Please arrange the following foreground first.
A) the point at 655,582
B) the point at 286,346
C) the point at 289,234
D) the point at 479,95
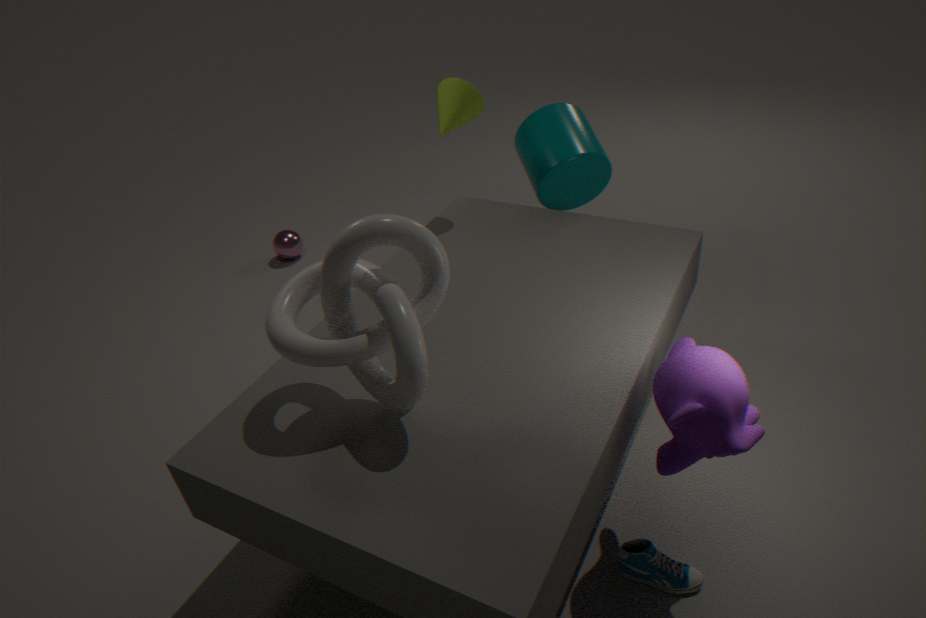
the point at 286,346 < the point at 655,582 < the point at 479,95 < the point at 289,234
